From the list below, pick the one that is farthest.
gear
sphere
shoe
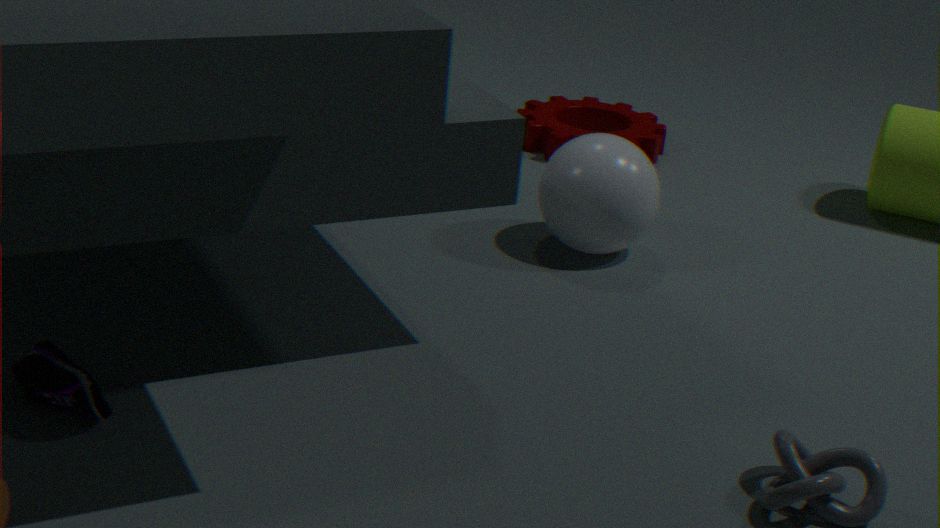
gear
